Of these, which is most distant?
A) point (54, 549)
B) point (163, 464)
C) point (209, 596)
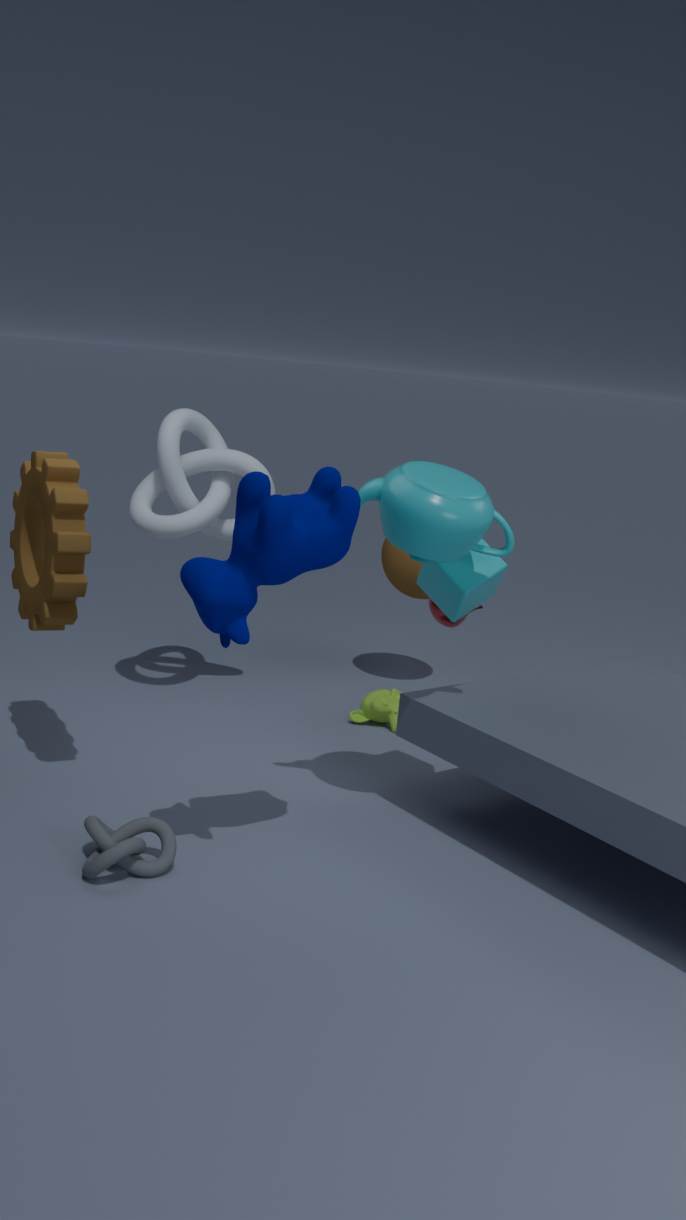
point (163, 464)
